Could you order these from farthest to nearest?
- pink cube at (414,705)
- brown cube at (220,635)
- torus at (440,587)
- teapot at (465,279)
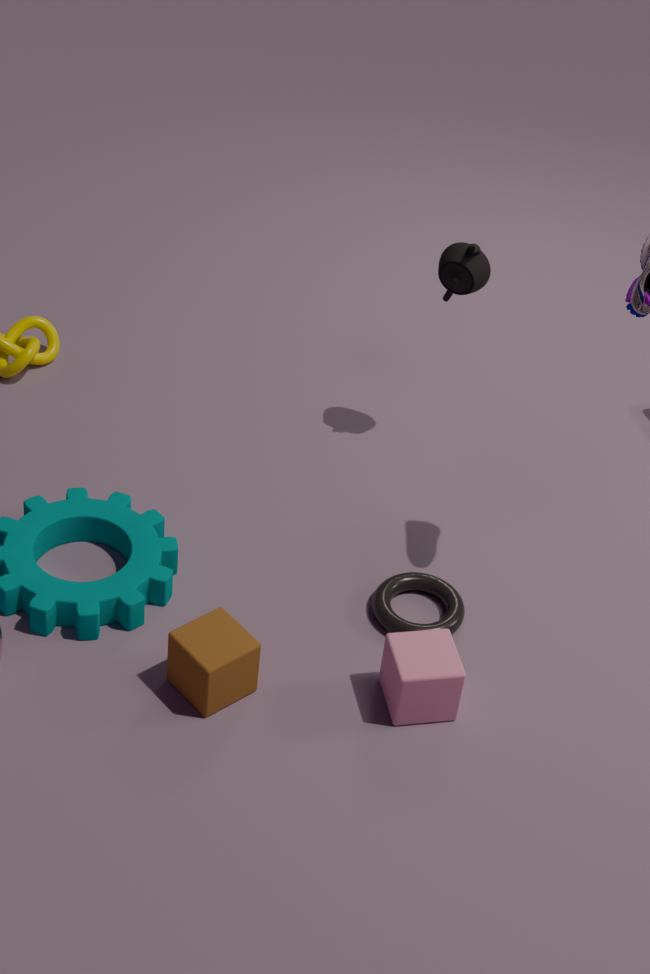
1. teapot at (465,279)
2. torus at (440,587)
3. pink cube at (414,705)
4. brown cube at (220,635)
